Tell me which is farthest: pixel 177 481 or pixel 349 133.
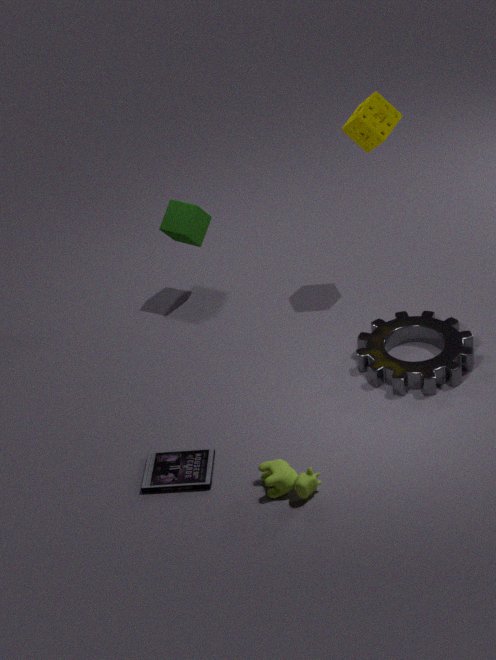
pixel 349 133
